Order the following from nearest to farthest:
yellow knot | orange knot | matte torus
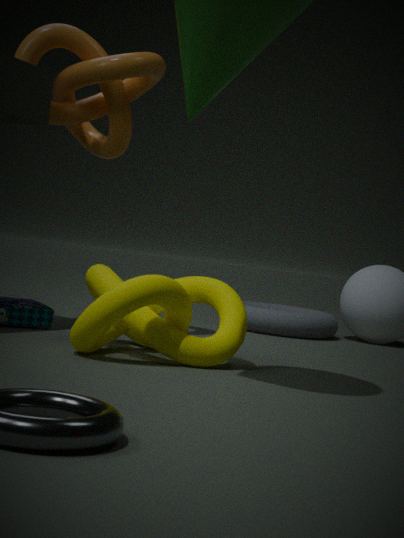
yellow knot
orange knot
matte torus
